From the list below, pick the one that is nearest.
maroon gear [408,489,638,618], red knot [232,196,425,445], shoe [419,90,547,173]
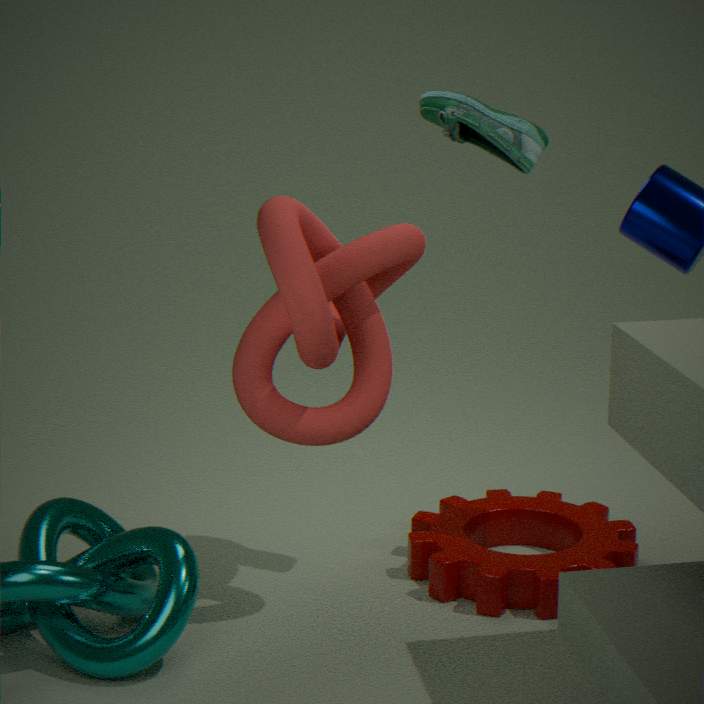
red knot [232,196,425,445]
